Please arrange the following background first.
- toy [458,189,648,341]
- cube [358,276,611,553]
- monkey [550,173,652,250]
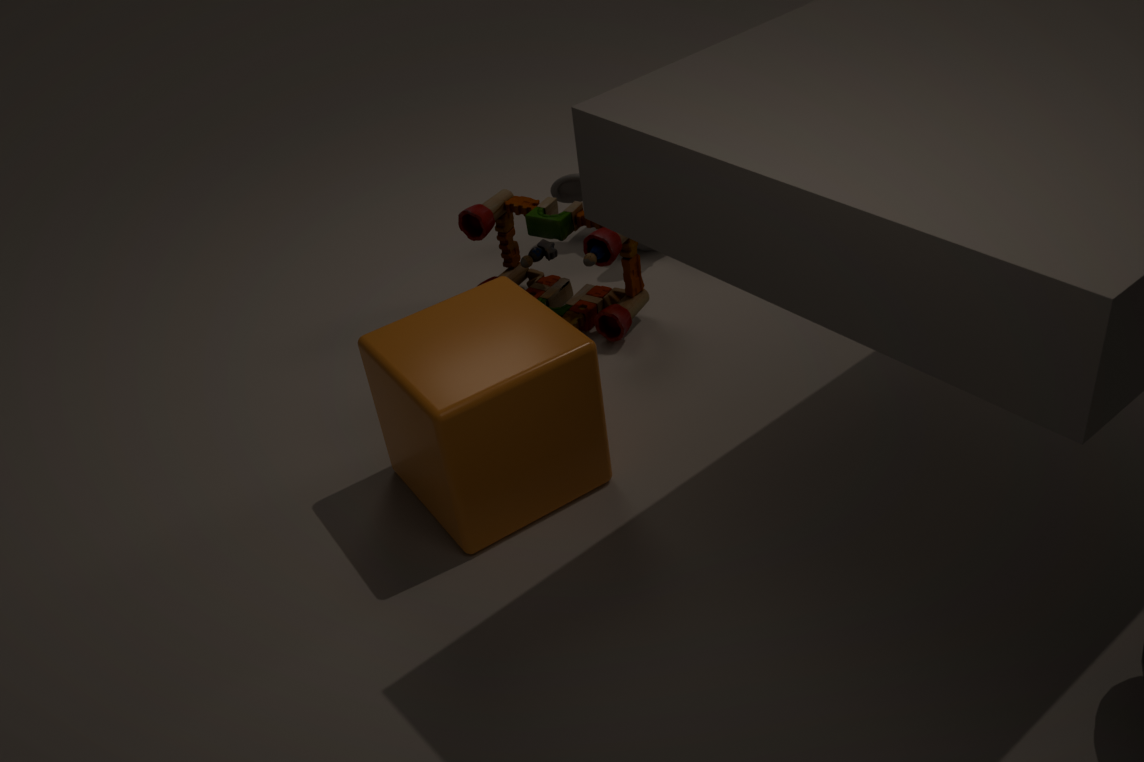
monkey [550,173,652,250] < toy [458,189,648,341] < cube [358,276,611,553]
